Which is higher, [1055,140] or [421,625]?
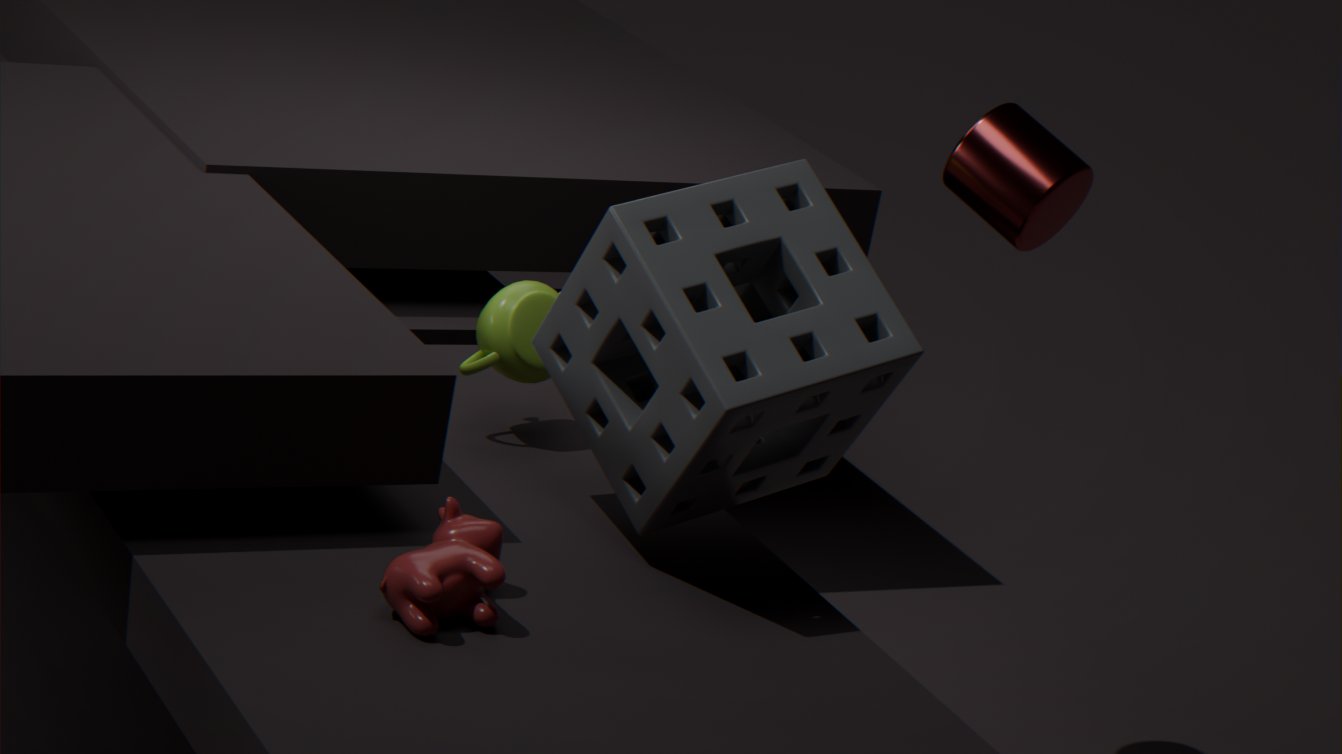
[1055,140]
